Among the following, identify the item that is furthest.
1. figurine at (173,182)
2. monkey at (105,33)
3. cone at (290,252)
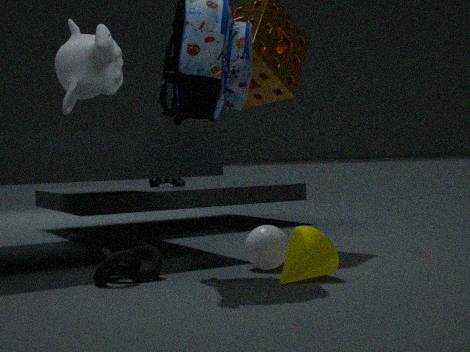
figurine at (173,182)
